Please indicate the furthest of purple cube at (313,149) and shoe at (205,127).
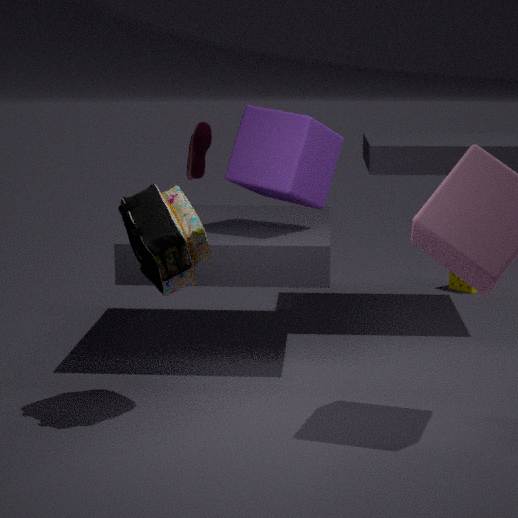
shoe at (205,127)
